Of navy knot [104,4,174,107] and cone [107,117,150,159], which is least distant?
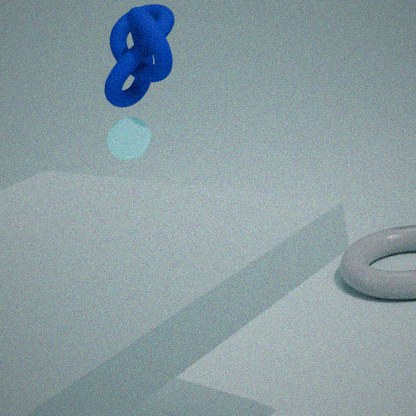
navy knot [104,4,174,107]
